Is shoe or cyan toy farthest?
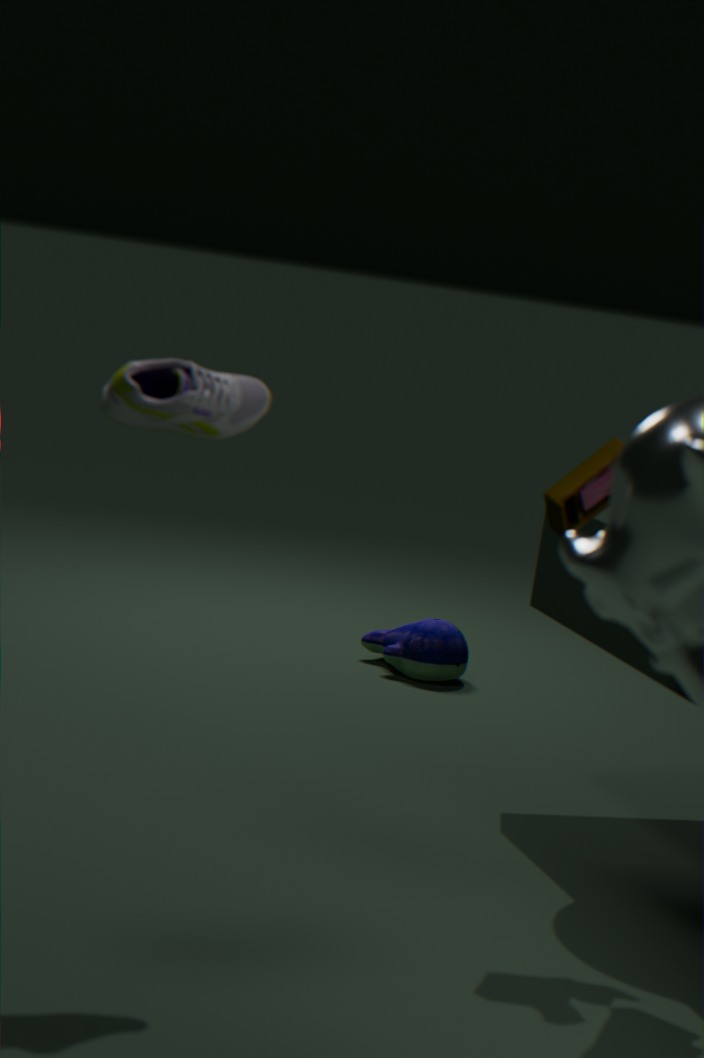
cyan toy
